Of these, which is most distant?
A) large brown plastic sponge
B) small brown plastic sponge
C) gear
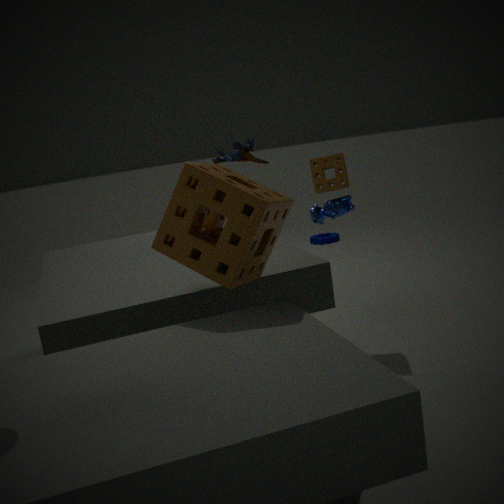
gear
